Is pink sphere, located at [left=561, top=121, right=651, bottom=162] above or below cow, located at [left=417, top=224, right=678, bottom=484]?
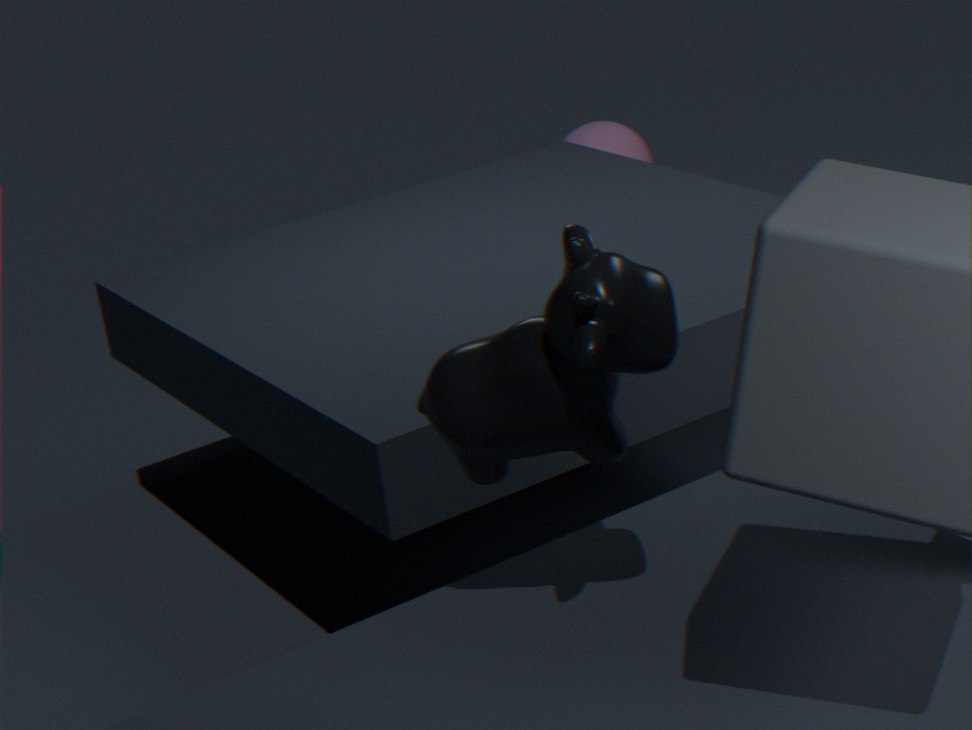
below
